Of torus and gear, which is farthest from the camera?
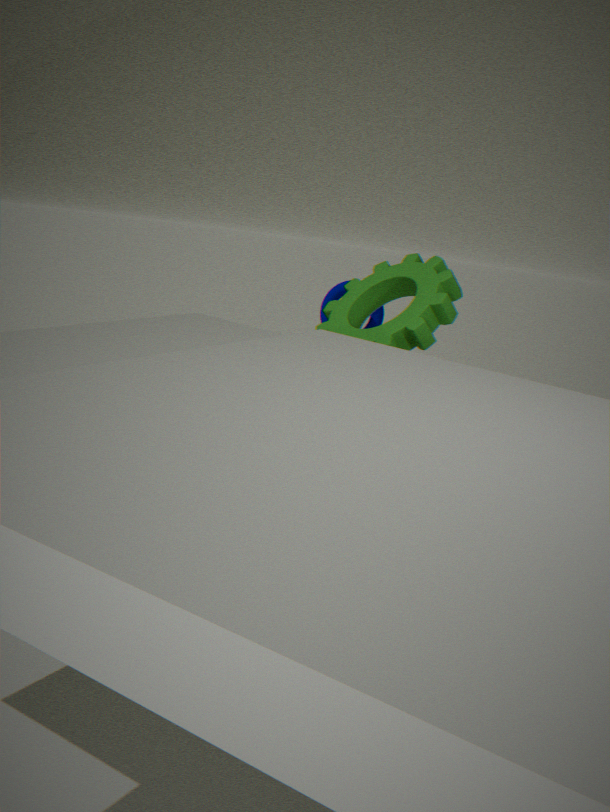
torus
